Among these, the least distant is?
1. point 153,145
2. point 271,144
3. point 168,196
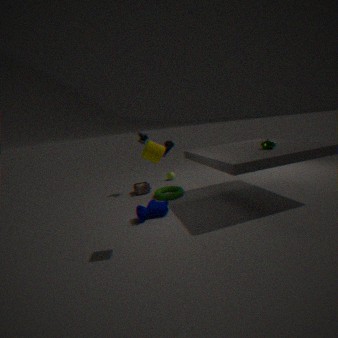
point 153,145
